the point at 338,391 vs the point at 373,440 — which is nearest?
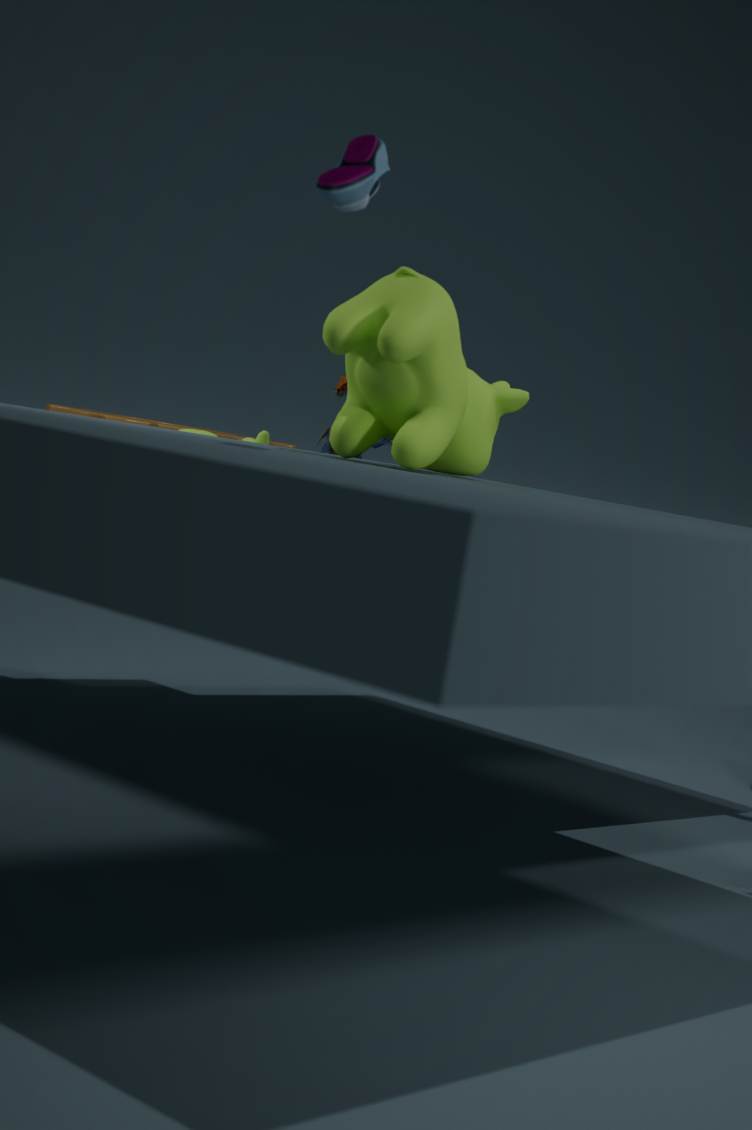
the point at 373,440
